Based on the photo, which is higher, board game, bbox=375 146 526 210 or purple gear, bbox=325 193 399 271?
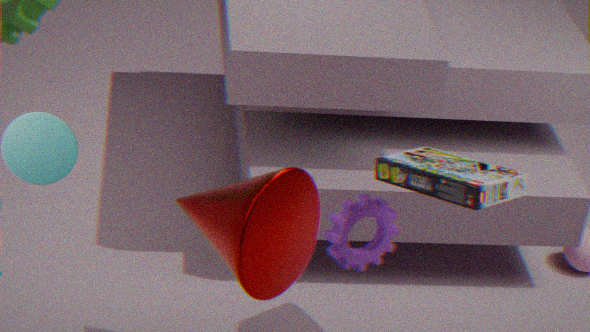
board game, bbox=375 146 526 210
